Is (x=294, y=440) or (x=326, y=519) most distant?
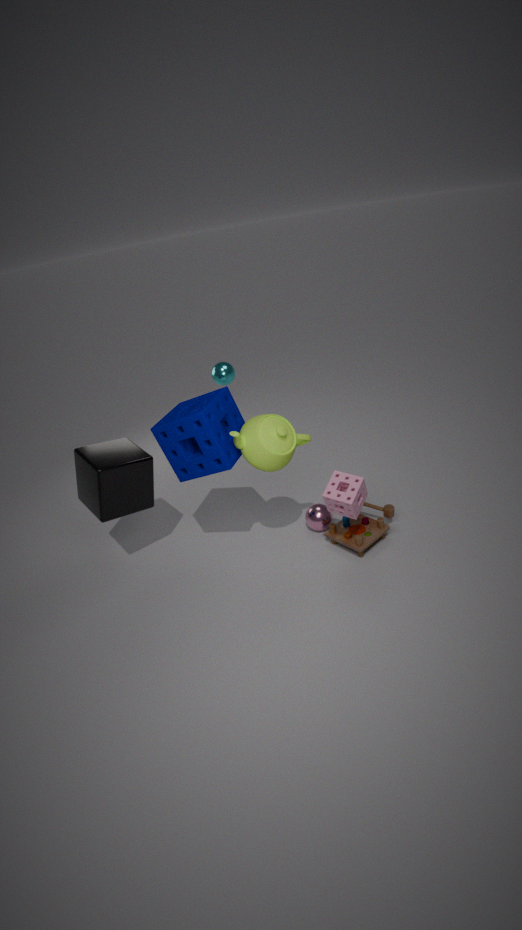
(x=326, y=519)
